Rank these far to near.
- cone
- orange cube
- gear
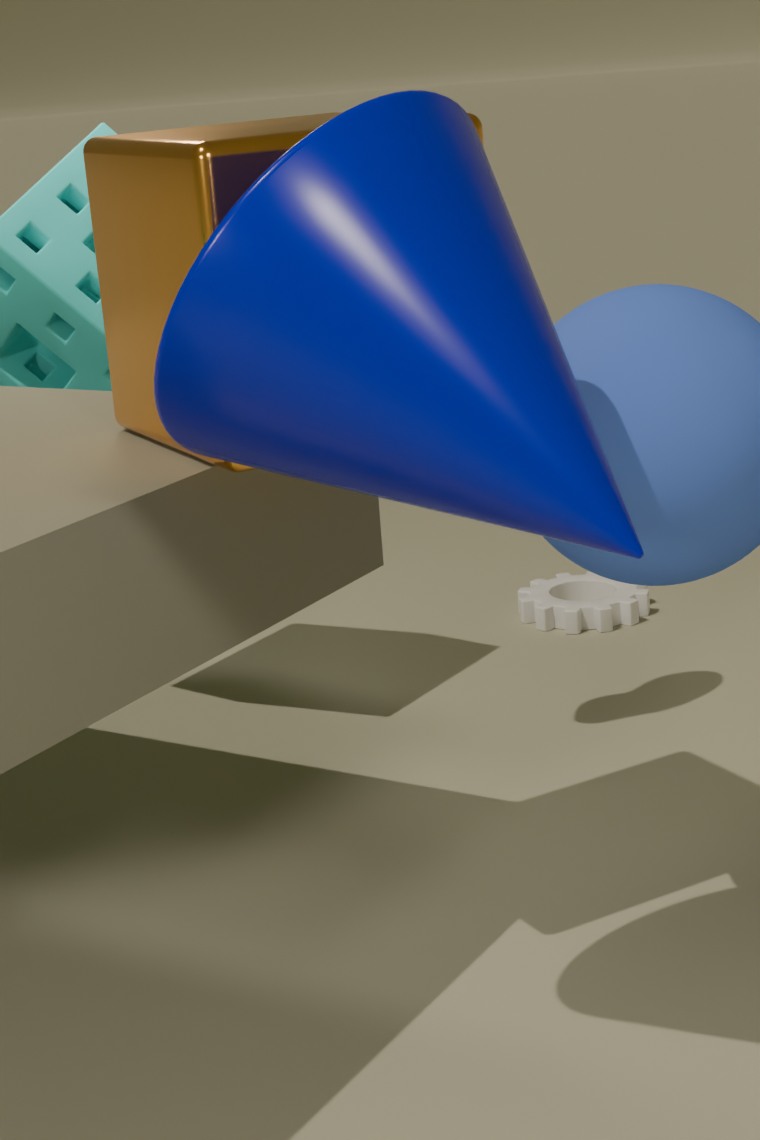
1. gear
2. orange cube
3. cone
